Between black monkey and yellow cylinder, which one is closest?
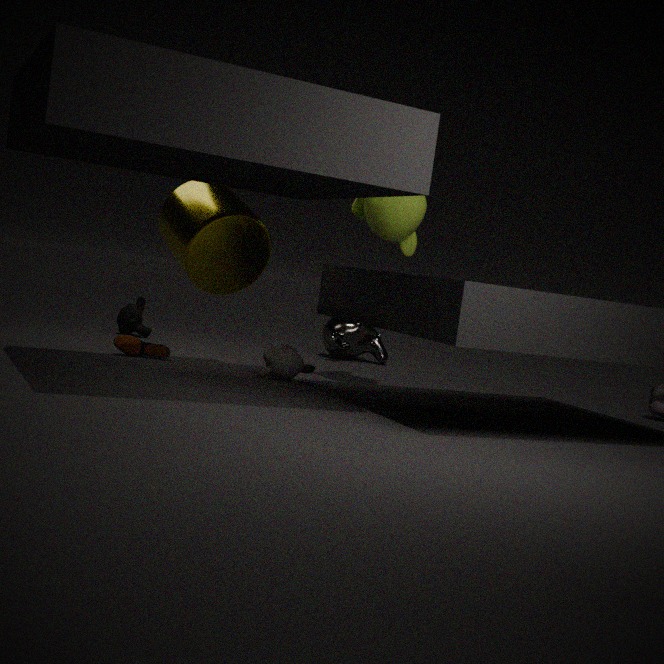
yellow cylinder
